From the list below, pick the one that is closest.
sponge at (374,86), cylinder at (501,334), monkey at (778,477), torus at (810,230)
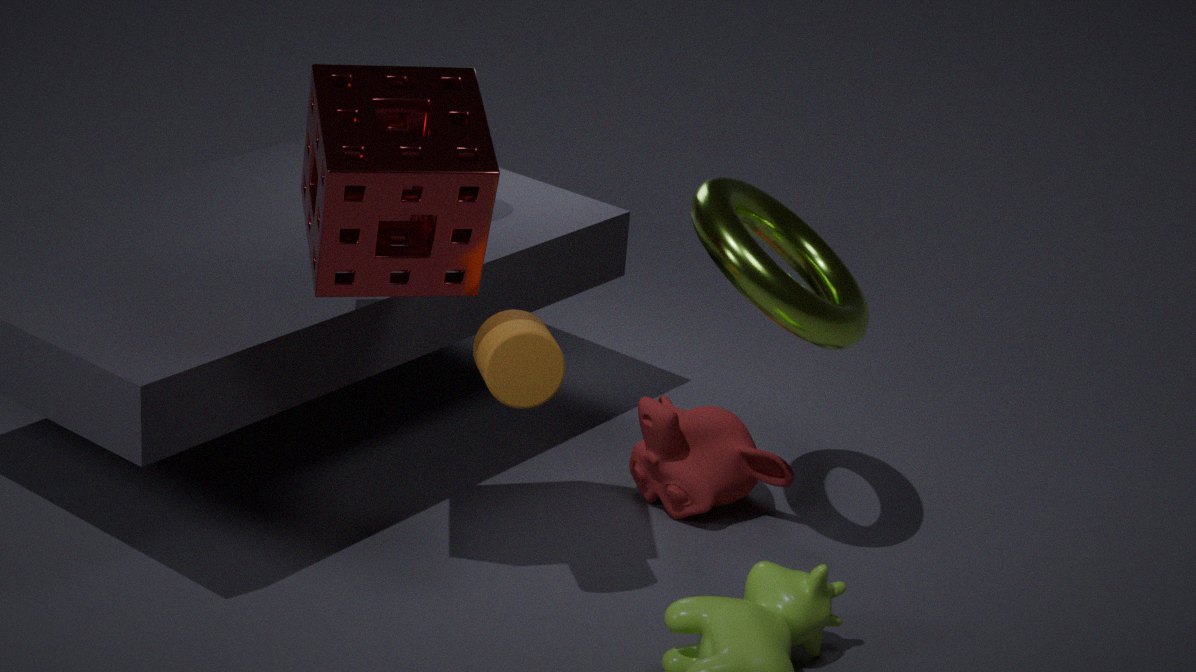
sponge at (374,86)
